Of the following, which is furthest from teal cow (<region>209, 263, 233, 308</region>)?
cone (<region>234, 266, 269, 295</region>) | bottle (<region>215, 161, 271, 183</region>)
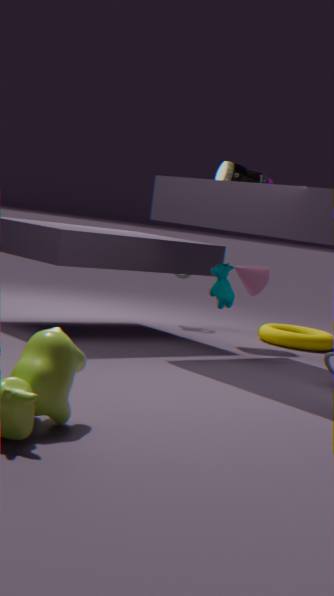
bottle (<region>215, 161, 271, 183</region>)
